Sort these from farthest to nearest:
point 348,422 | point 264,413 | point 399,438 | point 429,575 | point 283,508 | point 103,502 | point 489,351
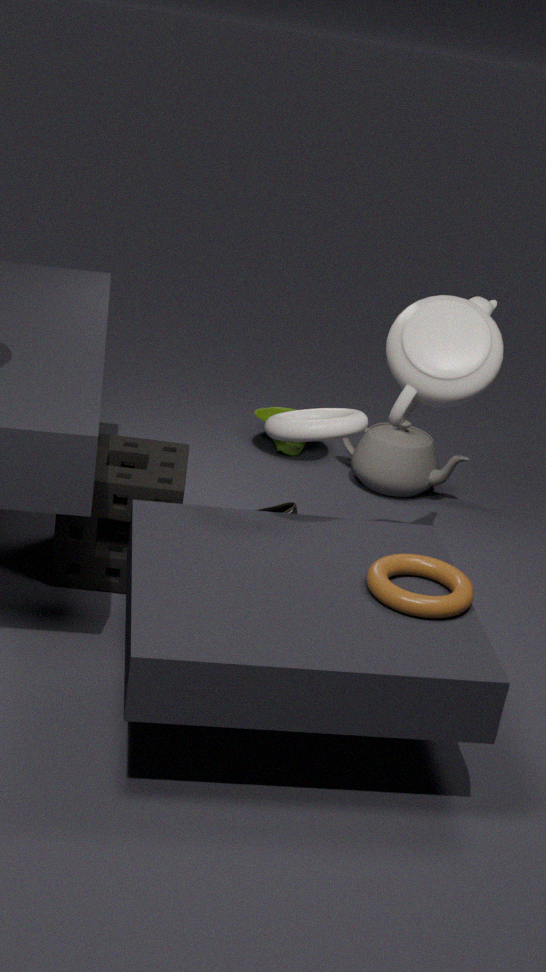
1. point 264,413
2. point 399,438
3. point 283,508
4. point 103,502
5. point 489,351
6. point 429,575
7. point 348,422
